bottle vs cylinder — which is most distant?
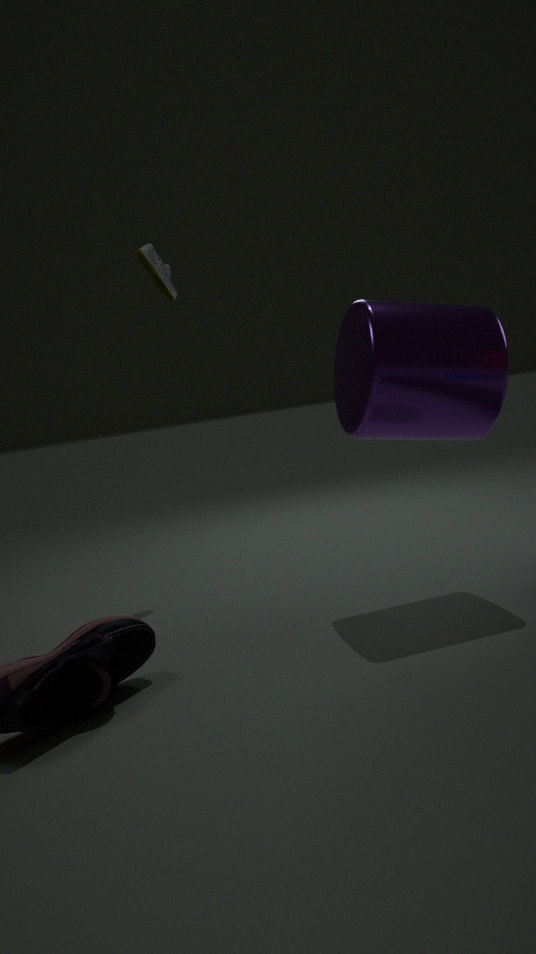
bottle
